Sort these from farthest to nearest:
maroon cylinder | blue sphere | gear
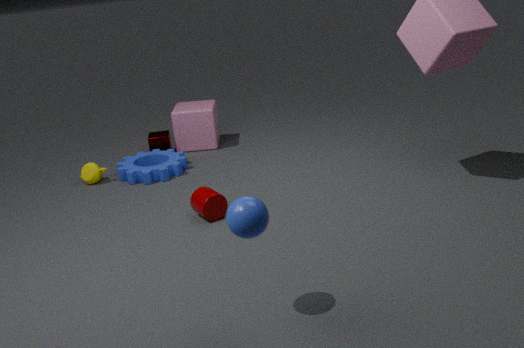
gear
maroon cylinder
blue sphere
